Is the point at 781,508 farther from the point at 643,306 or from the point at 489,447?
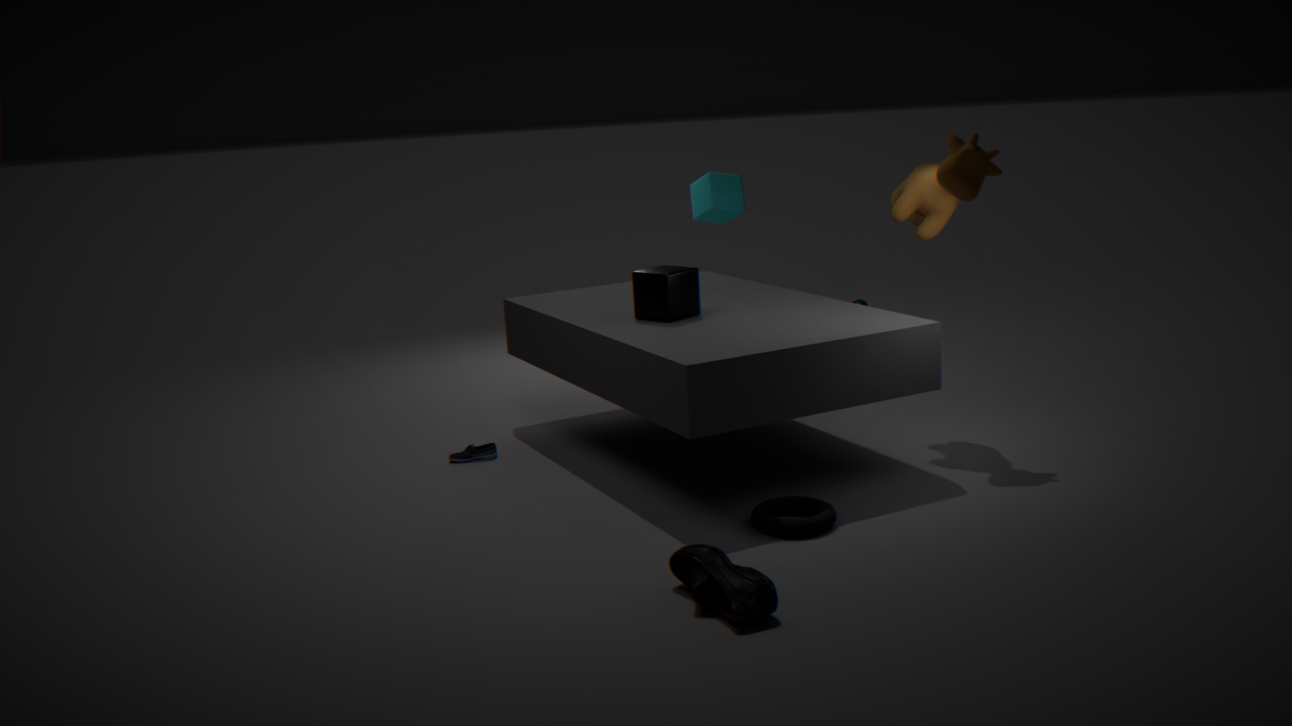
the point at 489,447
